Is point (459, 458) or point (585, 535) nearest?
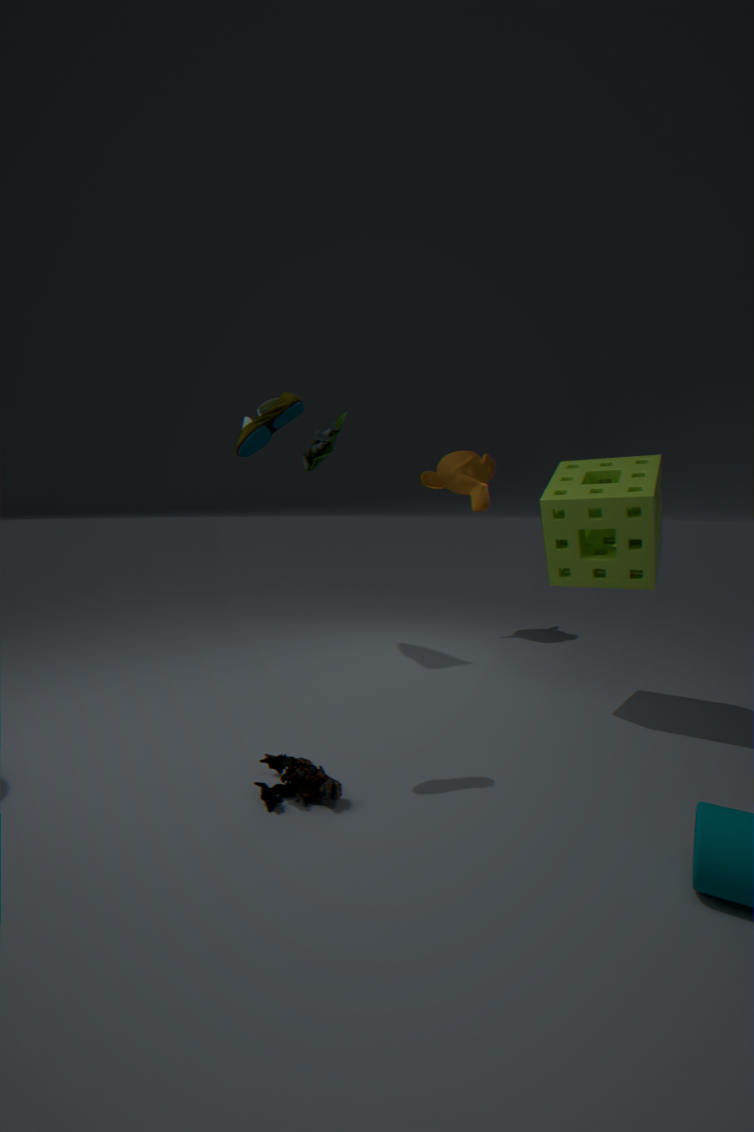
point (585, 535)
